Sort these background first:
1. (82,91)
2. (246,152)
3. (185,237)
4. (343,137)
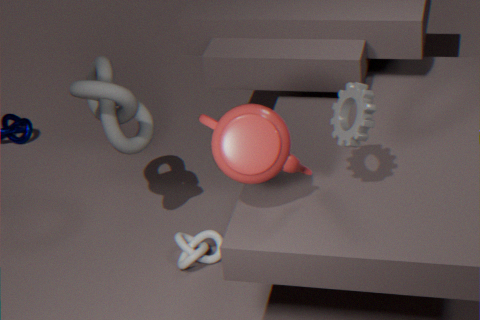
(185,237) → (82,91) → (343,137) → (246,152)
